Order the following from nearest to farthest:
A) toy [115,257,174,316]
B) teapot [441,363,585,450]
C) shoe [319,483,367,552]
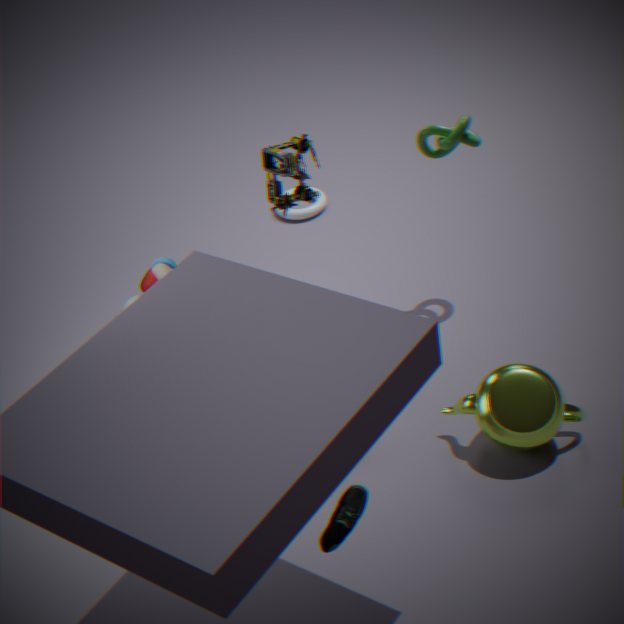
shoe [319,483,367,552] < teapot [441,363,585,450] < toy [115,257,174,316]
